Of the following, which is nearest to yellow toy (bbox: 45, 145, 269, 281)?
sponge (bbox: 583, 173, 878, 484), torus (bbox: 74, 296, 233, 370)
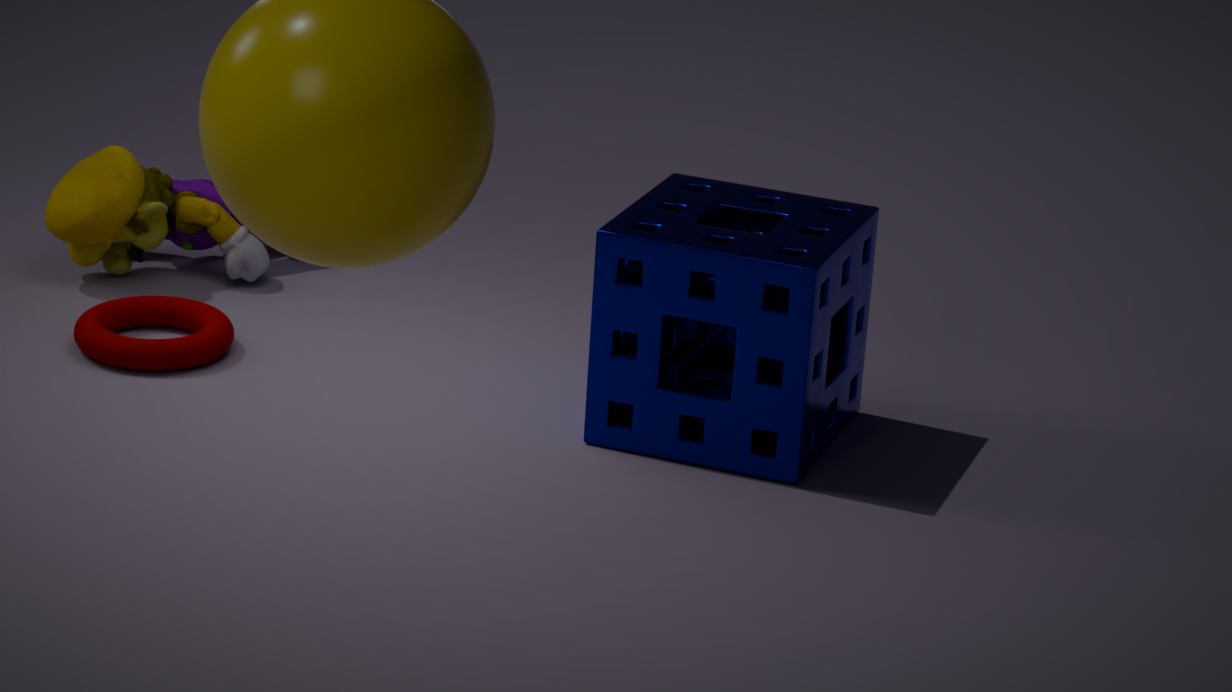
torus (bbox: 74, 296, 233, 370)
